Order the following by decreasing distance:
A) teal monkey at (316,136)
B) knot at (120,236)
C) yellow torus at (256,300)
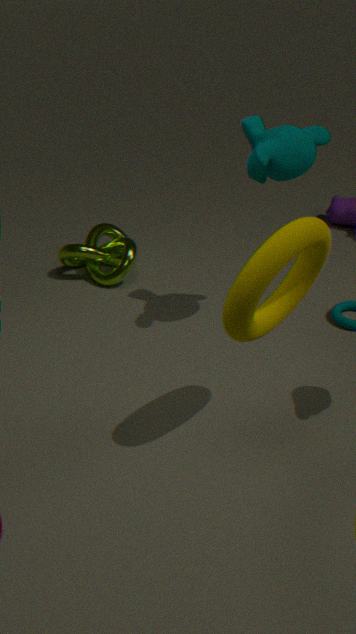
A: knot at (120,236)
teal monkey at (316,136)
yellow torus at (256,300)
